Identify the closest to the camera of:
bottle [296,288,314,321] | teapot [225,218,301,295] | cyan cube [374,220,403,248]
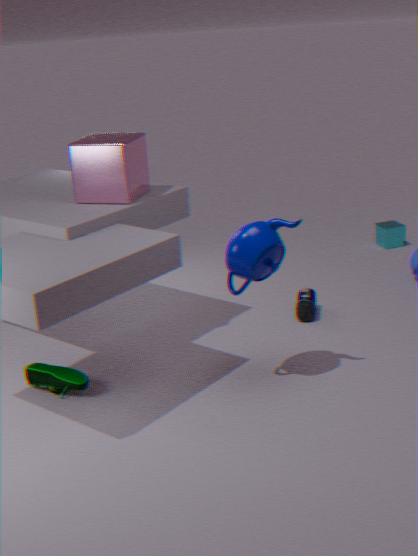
teapot [225,218,301,295]
